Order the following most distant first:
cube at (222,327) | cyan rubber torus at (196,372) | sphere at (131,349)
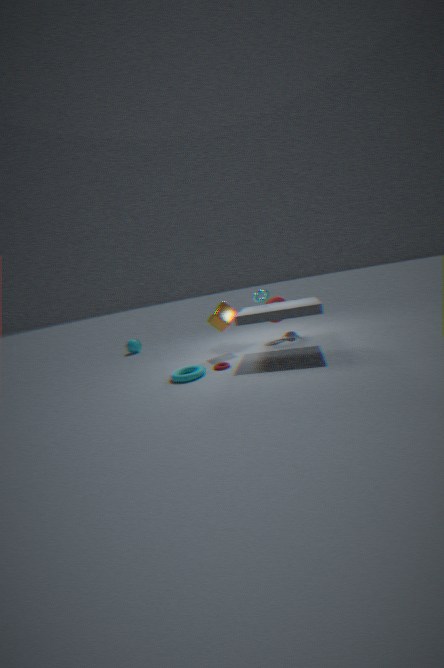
1. sphere at (131,349)
2. cube at (222,327)
3. cyan rubber torus at (196,372)
